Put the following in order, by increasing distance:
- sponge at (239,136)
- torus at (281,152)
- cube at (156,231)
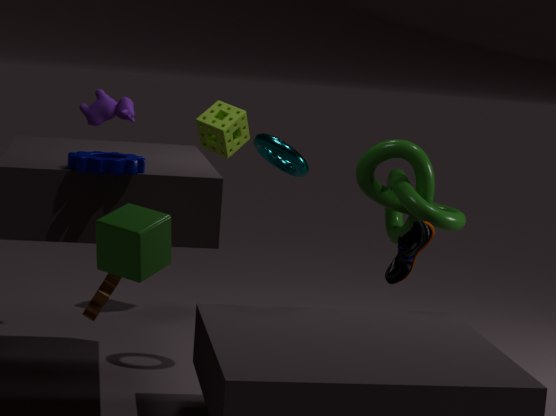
1. cube at (156,231)
2. torus at (281,152)
3. sponge at (239,136)
